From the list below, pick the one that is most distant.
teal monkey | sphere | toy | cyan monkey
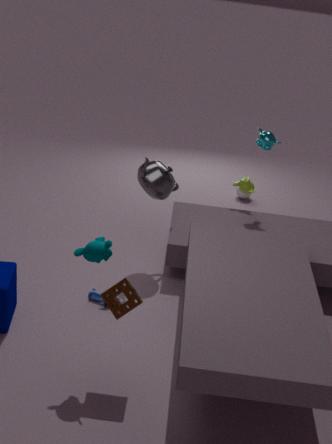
sphere
